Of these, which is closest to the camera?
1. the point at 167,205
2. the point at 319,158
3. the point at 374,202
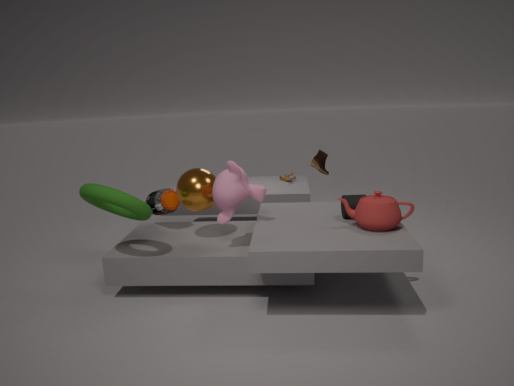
the point at 374,202
